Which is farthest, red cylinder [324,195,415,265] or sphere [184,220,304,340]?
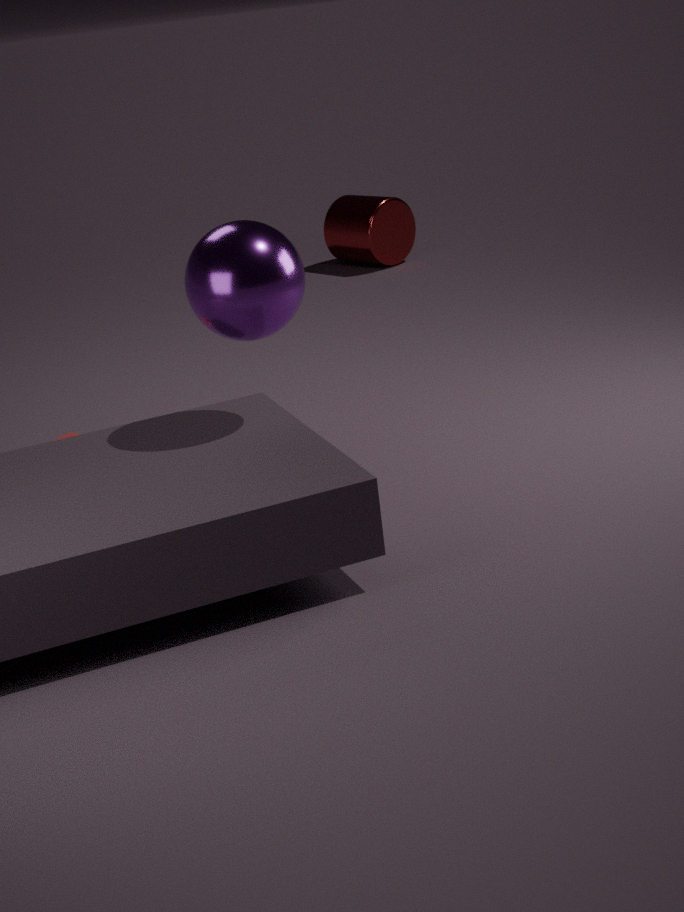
red cylinder [324,195,415,265]
